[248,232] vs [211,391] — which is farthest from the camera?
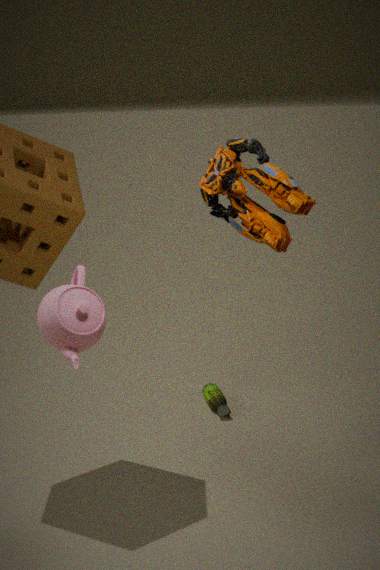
[211,391]
